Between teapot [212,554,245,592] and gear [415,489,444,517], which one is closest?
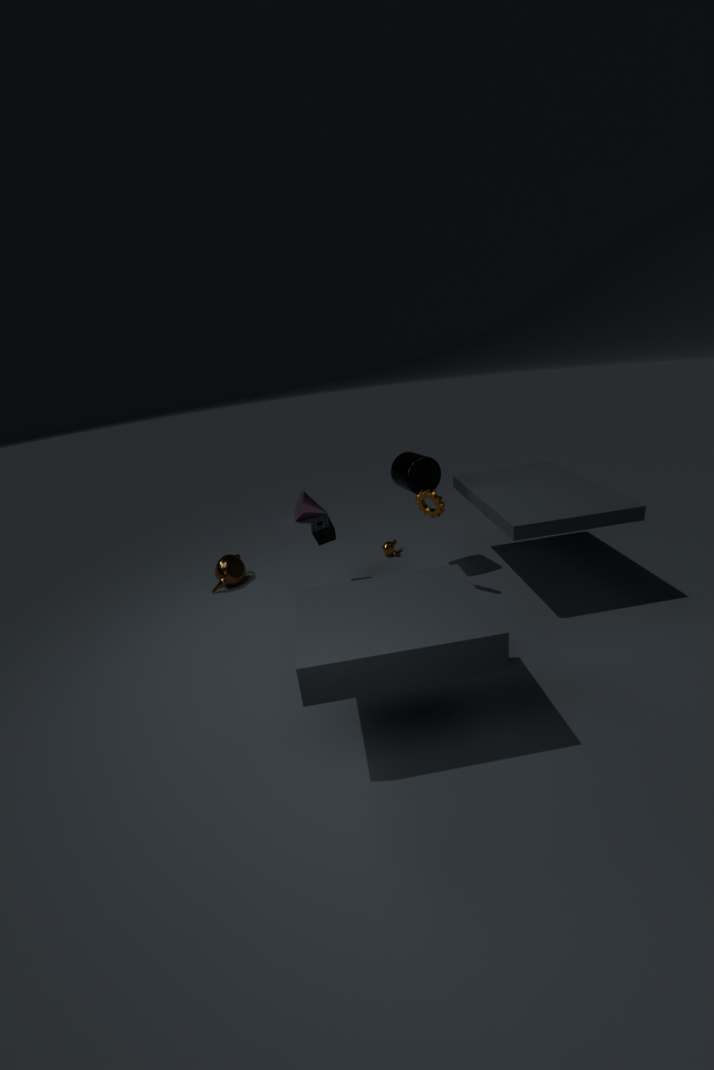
gear [415,489,444,517]
